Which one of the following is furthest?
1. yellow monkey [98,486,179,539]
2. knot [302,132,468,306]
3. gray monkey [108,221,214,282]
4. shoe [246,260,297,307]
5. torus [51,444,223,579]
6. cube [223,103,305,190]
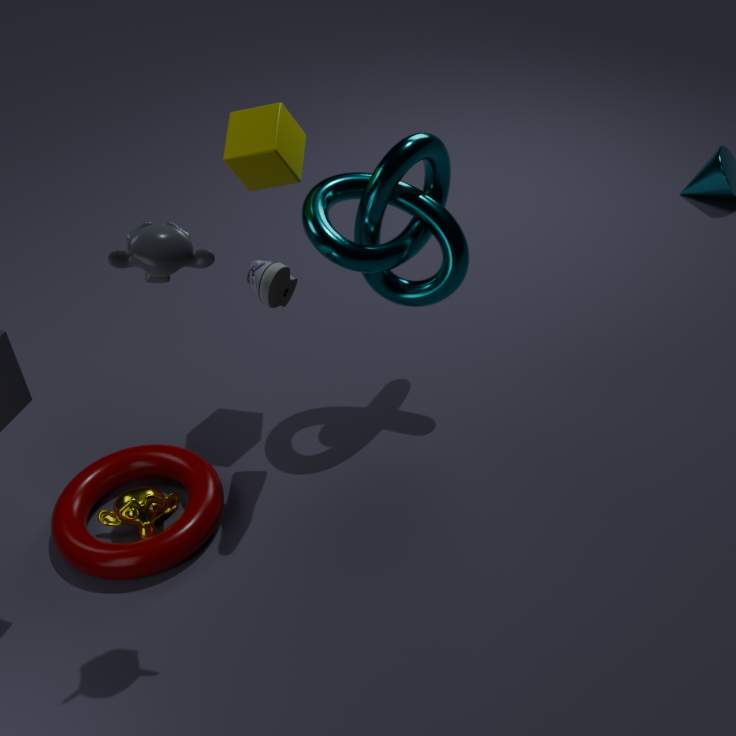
yellow monkey [98,486,179,539]
